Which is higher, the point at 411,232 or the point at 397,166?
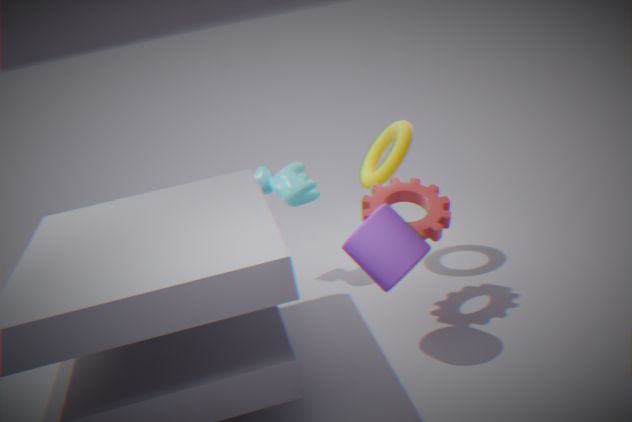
the point at 397,166
